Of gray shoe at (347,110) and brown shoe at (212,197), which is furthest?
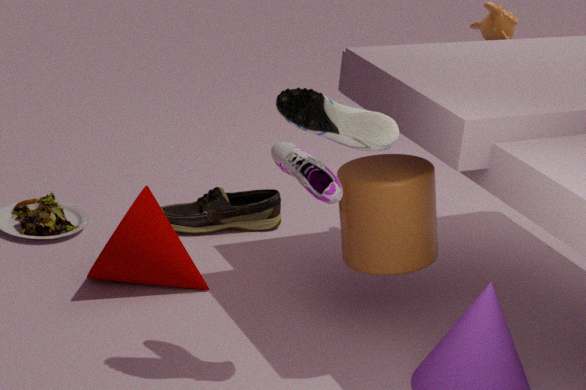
brown shoe at (212,197)
